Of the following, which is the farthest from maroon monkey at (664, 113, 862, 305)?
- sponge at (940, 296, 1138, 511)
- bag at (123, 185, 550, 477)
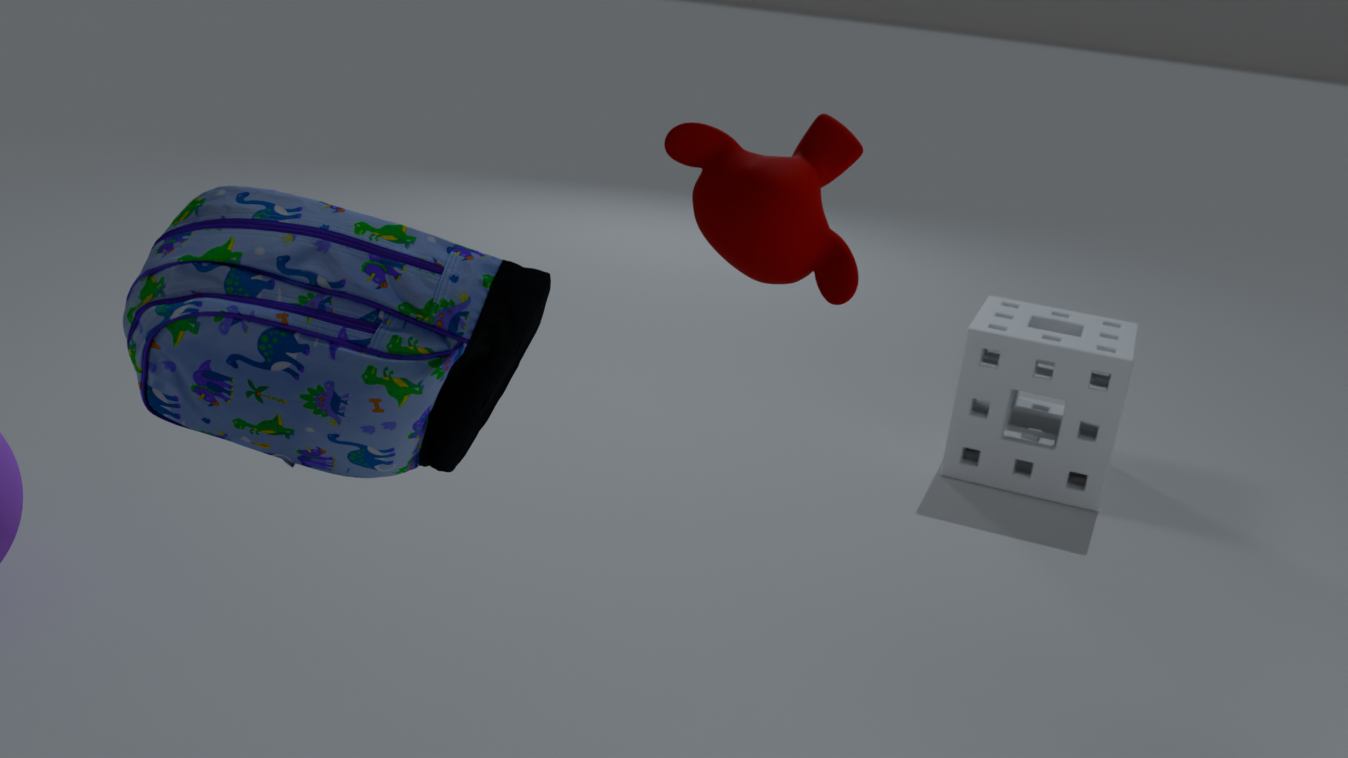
sponge at (940, 296, 1138, 511)
